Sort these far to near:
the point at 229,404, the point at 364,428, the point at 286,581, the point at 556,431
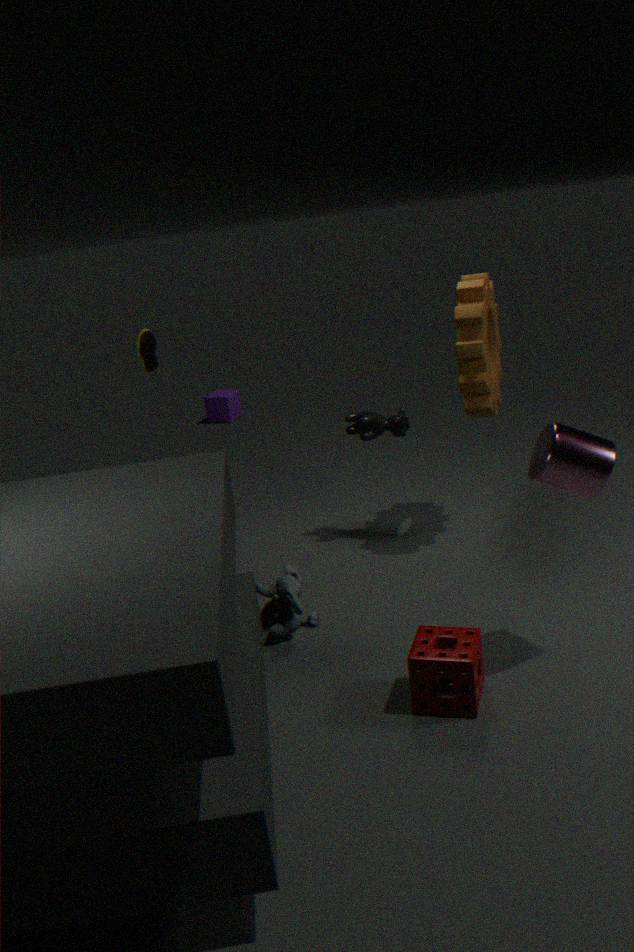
the point at 229,404, the point at 364,428, the point at 286,581, the point at 556,431
